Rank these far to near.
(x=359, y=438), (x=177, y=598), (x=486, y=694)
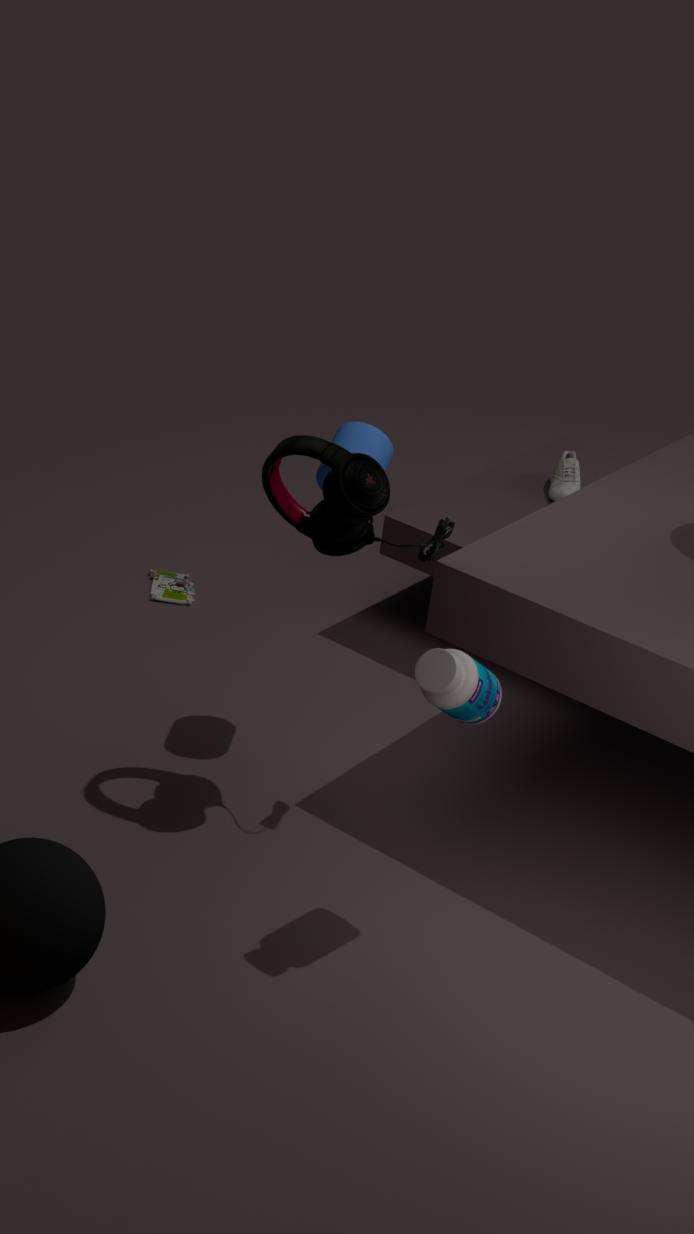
(x=177, y=598) < (x=359, y=438) < (x=486, y=694)
